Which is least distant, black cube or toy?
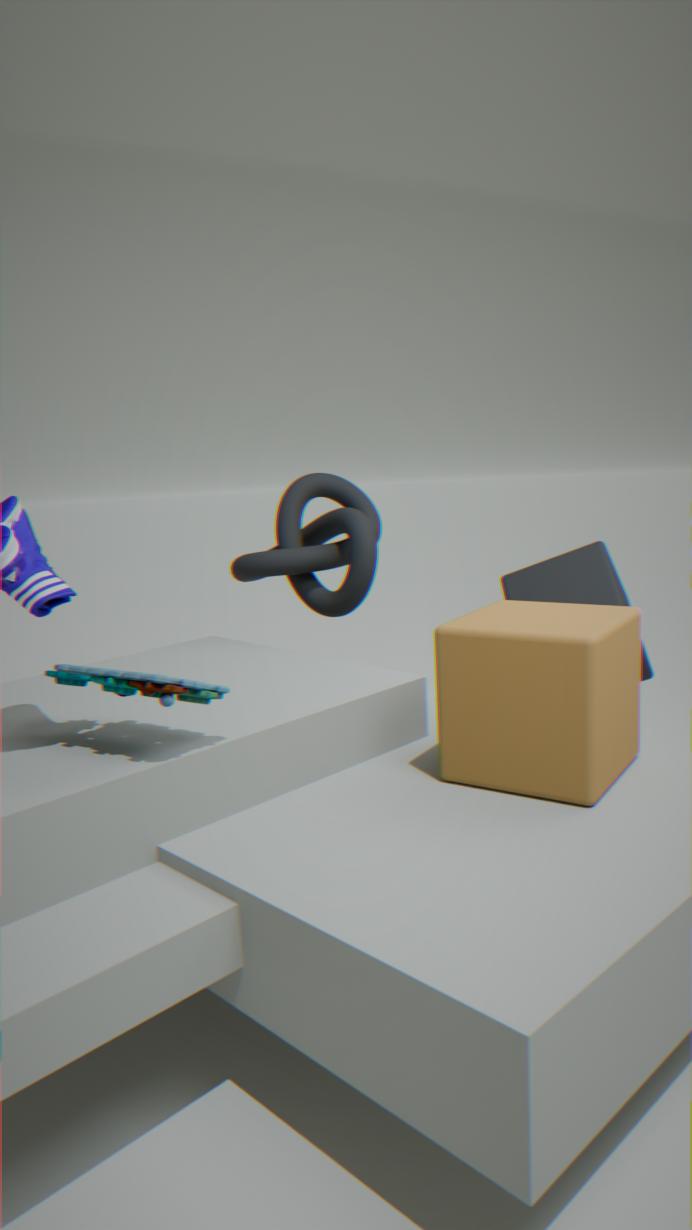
toy
